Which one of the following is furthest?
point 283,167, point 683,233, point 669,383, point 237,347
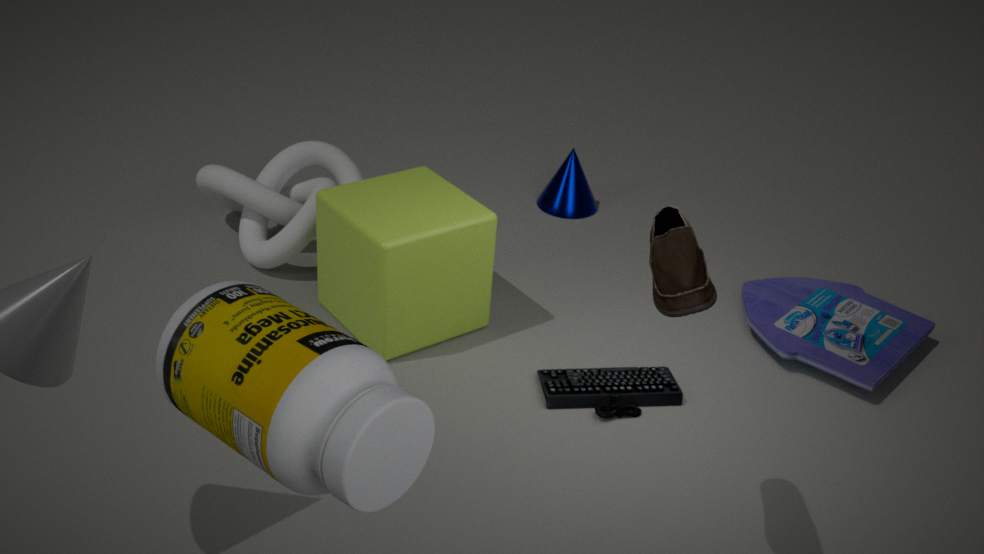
point 283,167
